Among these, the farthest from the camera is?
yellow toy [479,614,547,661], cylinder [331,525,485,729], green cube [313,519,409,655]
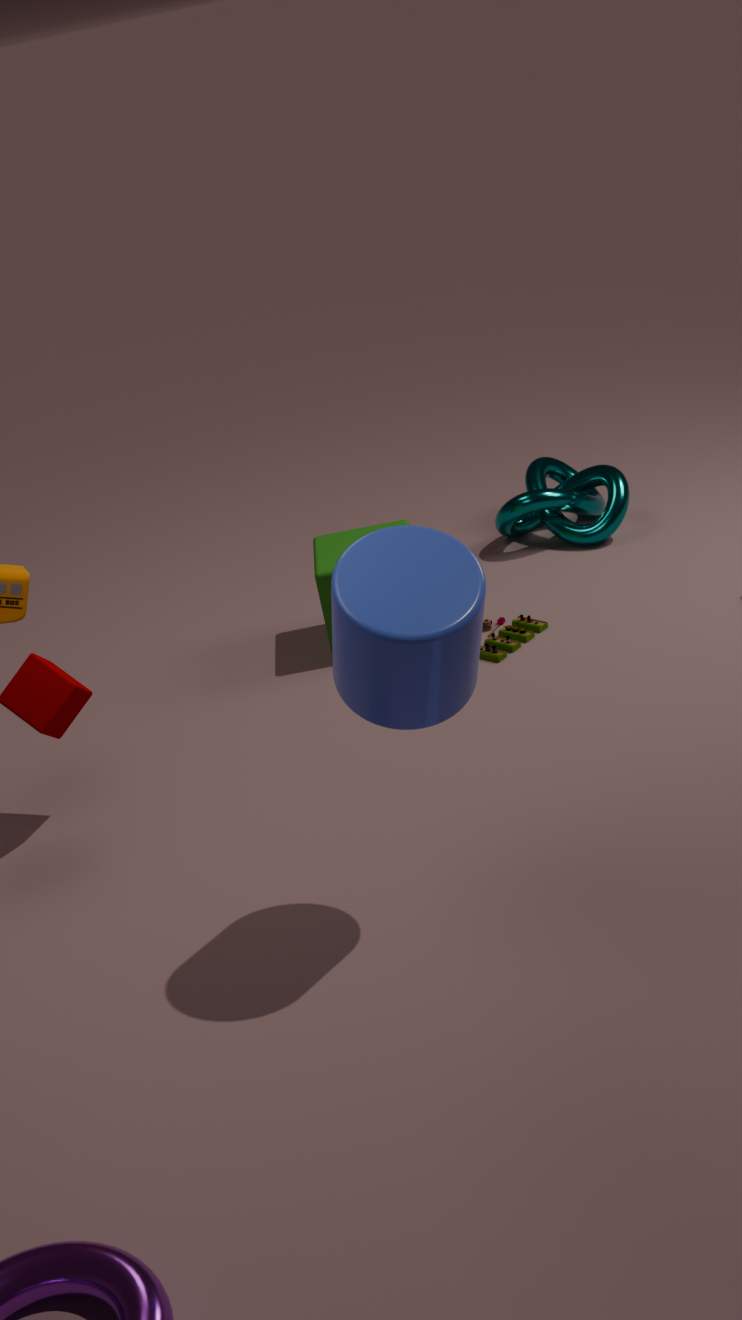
green cube [313,519,409,655]
